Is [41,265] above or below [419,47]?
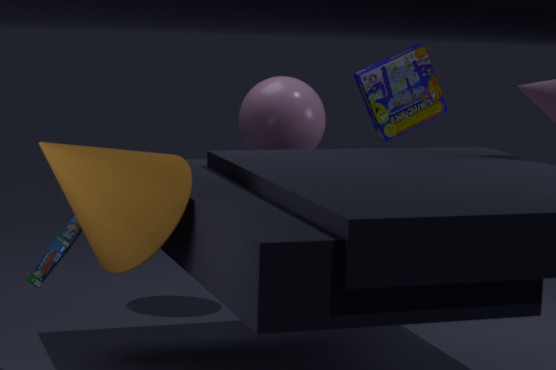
below
